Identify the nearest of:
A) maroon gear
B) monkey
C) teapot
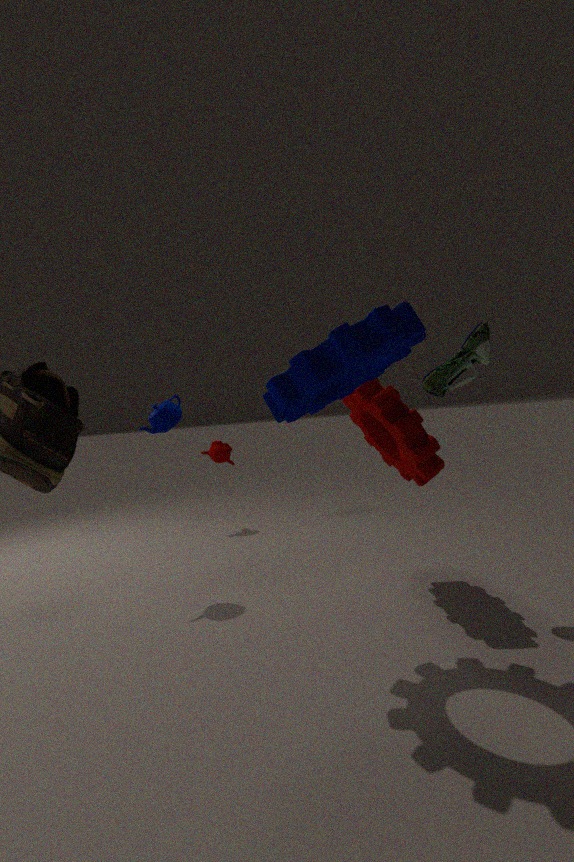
maroon gear
